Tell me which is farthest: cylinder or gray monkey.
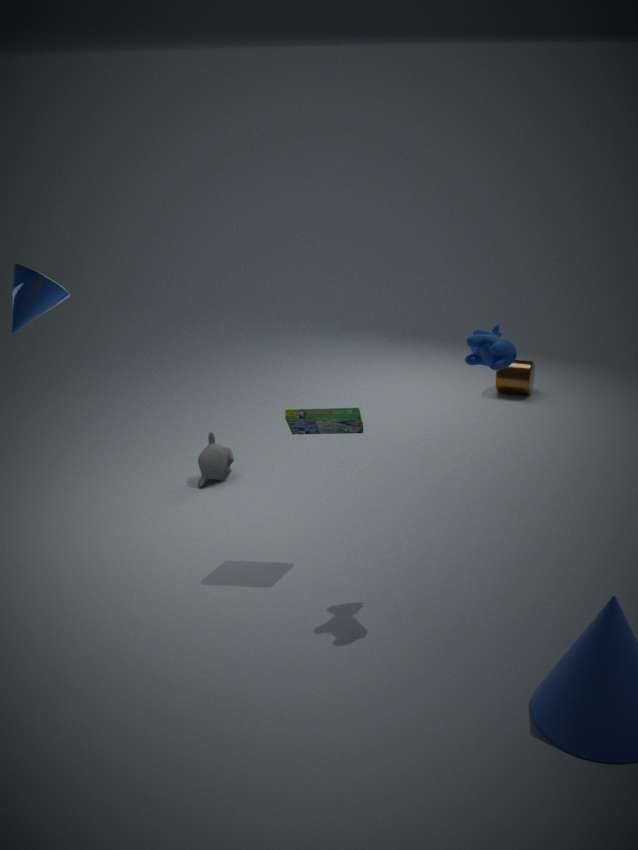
cylinder
